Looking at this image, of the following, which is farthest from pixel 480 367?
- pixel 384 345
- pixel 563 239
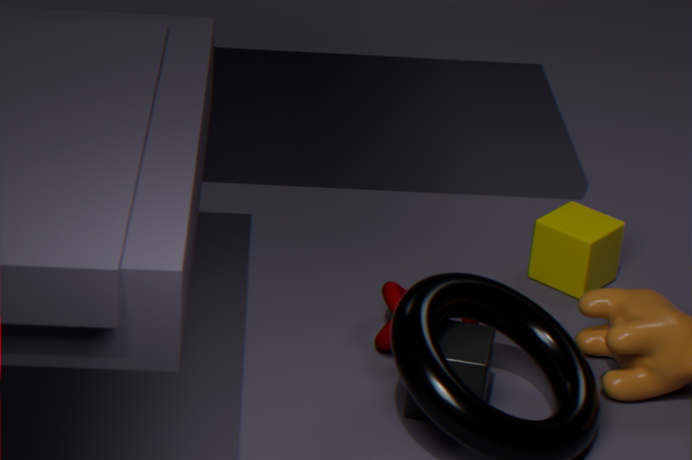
pixel 563 239
